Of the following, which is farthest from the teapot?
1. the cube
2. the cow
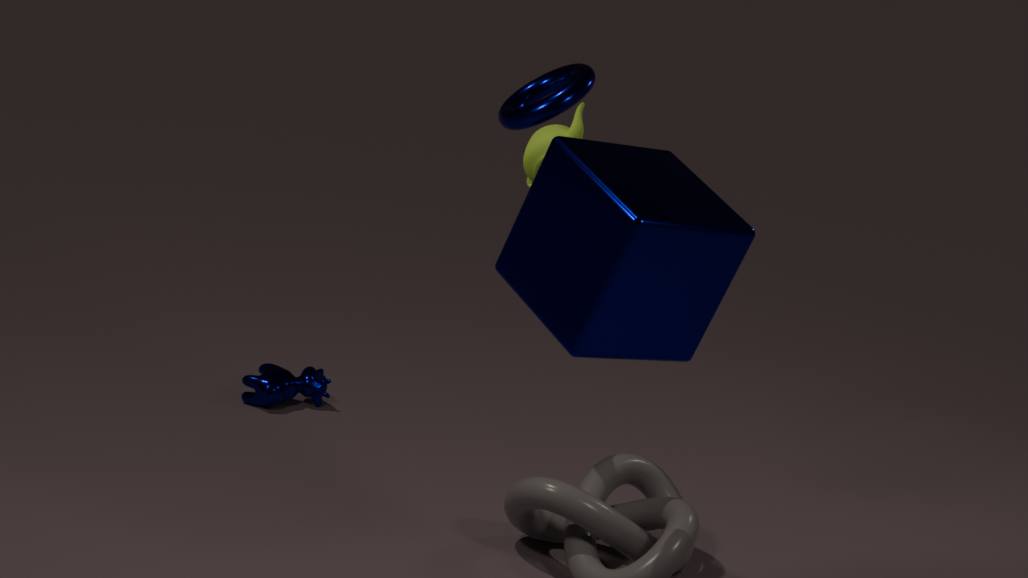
the cow
